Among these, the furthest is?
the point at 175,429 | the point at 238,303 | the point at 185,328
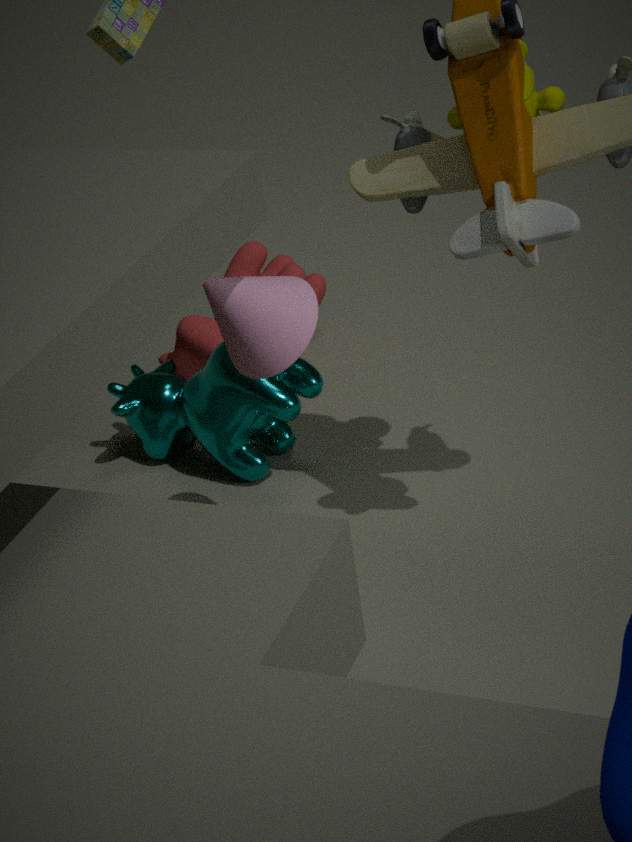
the point at 185,328
